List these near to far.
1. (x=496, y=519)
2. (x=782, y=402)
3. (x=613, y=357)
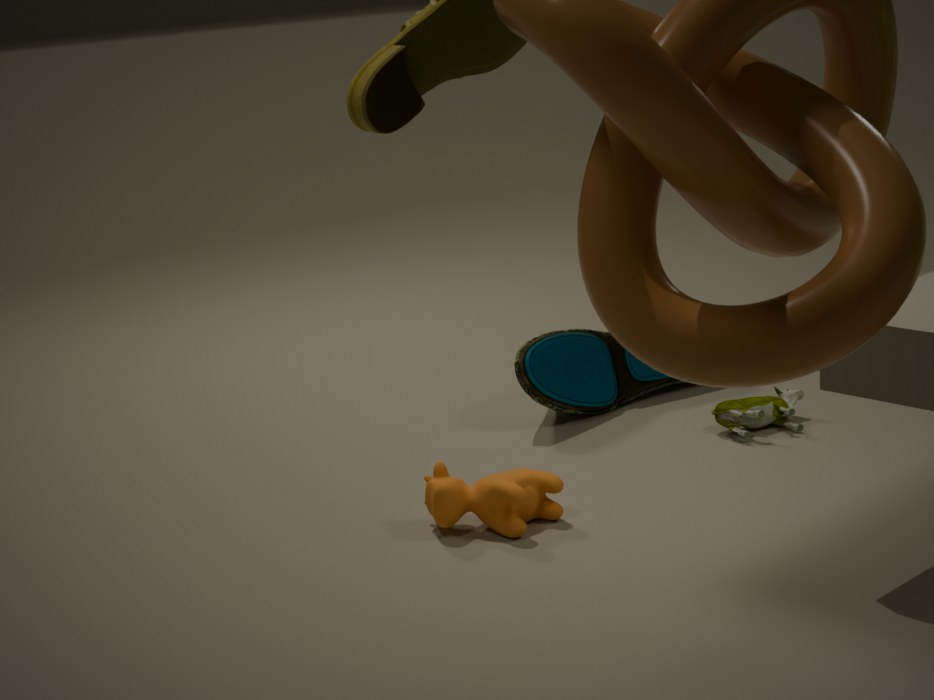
(x=496, y=519) → (x=782, y=402) → (x=613, y=357)
